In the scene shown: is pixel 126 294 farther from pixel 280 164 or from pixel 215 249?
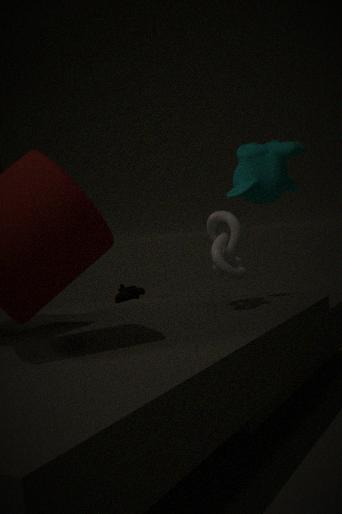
pixel 215 249
